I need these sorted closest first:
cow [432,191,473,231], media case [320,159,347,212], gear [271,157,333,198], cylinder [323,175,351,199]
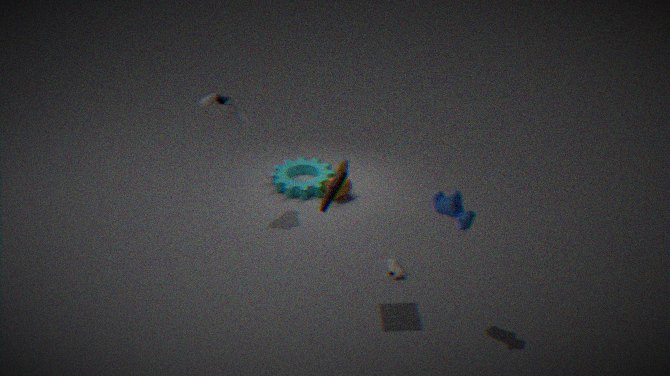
cow [432,191,473,231] → media case [320,159,347,212] → cylinder [323,175,351,199] → gear [271,157,333,198]
